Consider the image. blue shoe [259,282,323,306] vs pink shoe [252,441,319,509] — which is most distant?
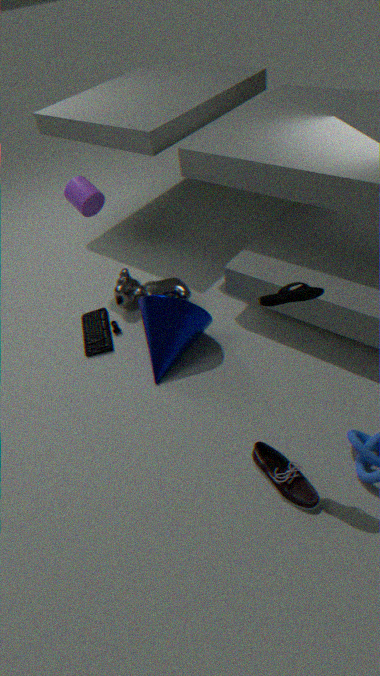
pink shoe [252,441,319,509]
